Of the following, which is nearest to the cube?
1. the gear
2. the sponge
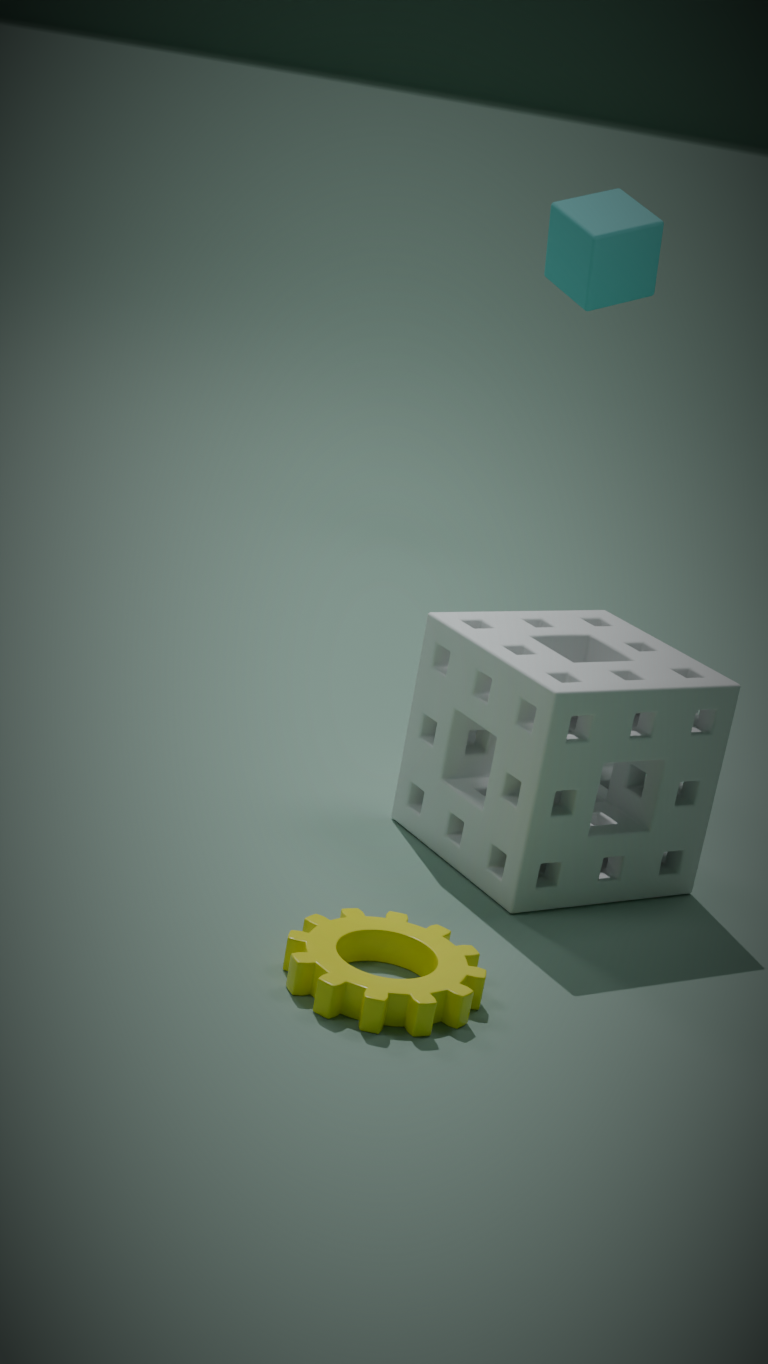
A: the sponge
